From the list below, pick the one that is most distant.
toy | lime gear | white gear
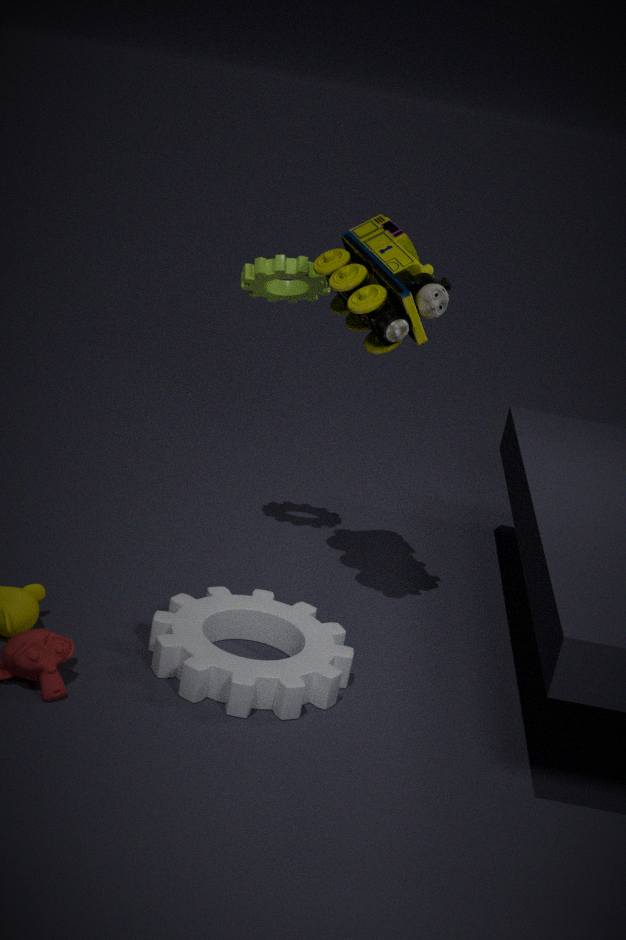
lime gear
